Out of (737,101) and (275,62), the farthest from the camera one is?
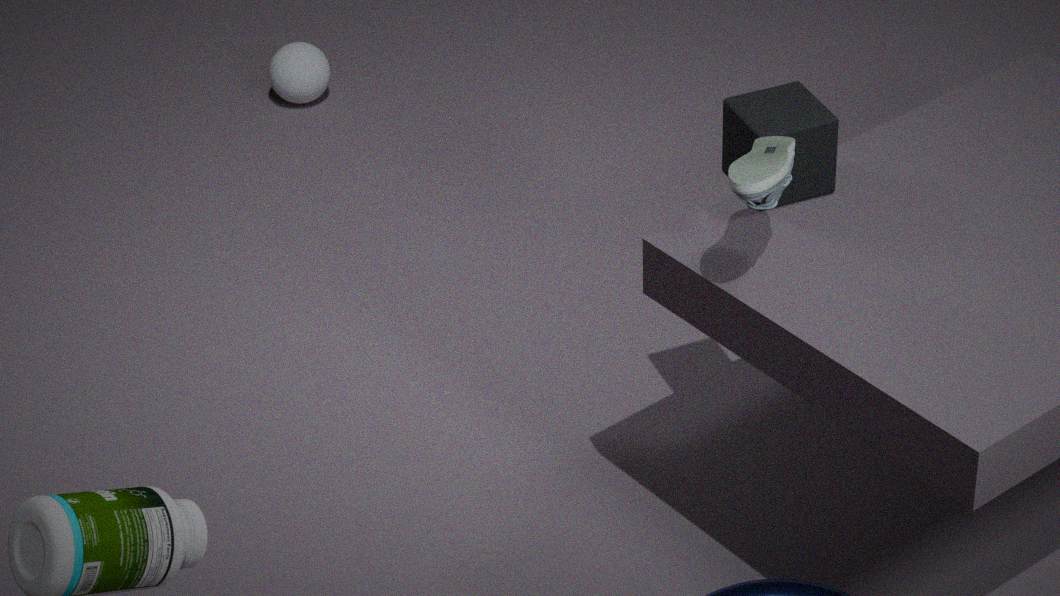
(275,62)
